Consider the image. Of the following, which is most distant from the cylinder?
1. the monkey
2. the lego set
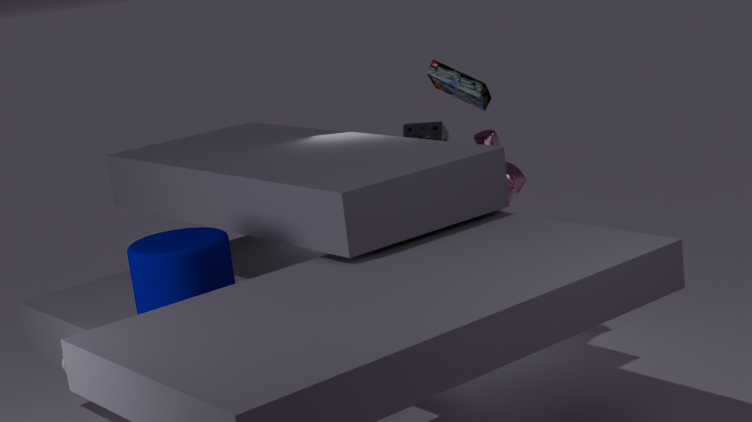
the monkey
